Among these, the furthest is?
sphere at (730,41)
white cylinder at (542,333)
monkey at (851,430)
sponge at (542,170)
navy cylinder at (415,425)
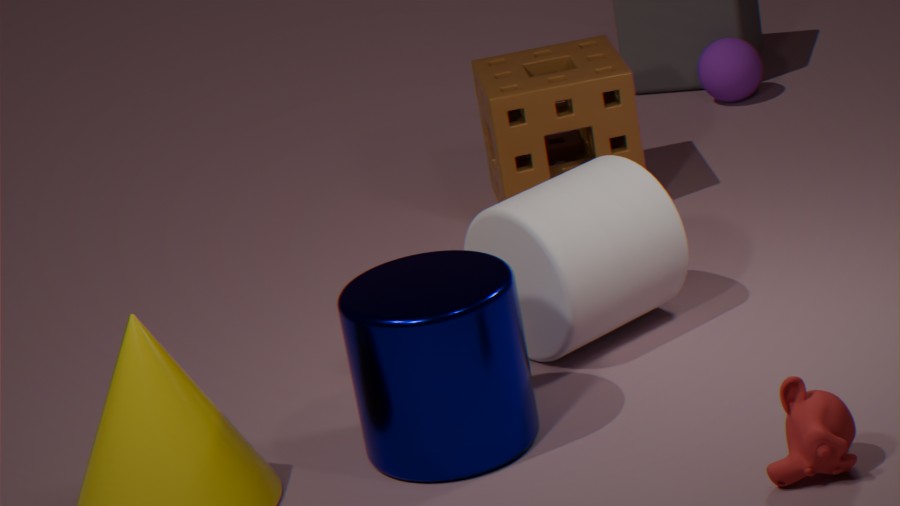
sphere at (730,41)
